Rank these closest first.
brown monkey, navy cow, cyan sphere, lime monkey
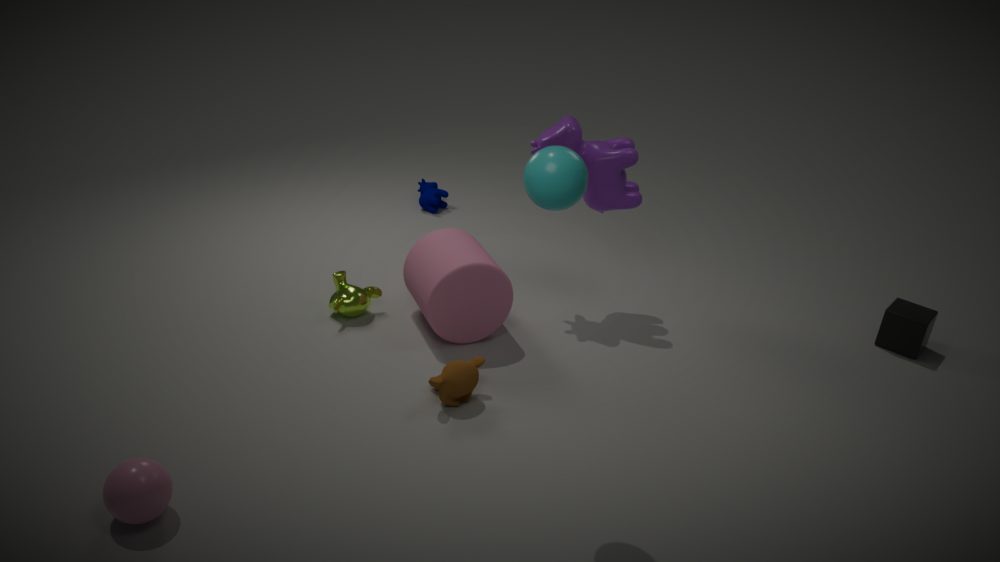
cyan sphere → brown monkey → lime monkey → navy cow
